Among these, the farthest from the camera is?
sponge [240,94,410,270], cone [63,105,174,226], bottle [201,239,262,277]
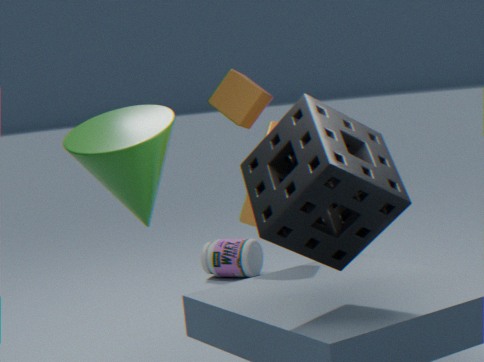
bottle [201,239,262,277]
